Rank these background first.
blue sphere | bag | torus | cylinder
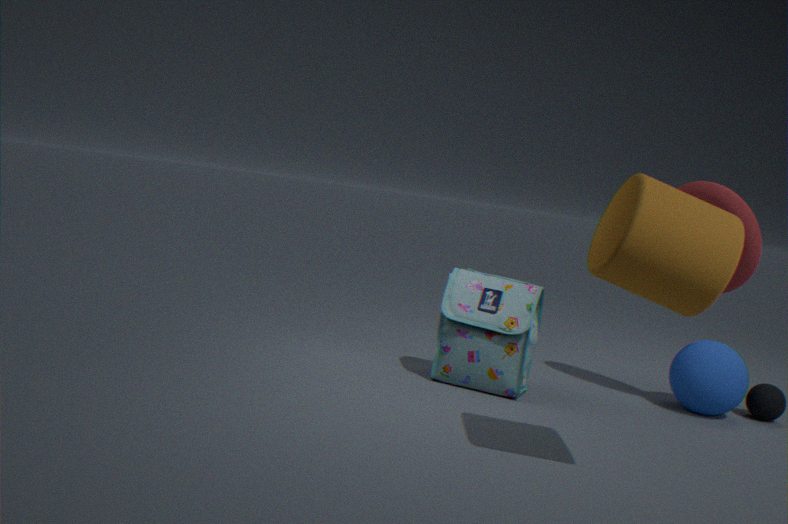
blue sphere < bag < torus < cylinder
